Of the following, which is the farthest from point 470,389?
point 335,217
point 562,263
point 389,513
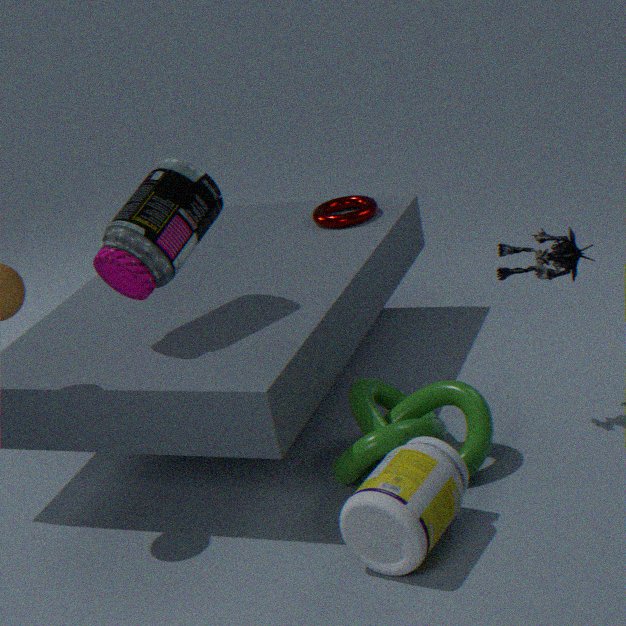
point 335,217
